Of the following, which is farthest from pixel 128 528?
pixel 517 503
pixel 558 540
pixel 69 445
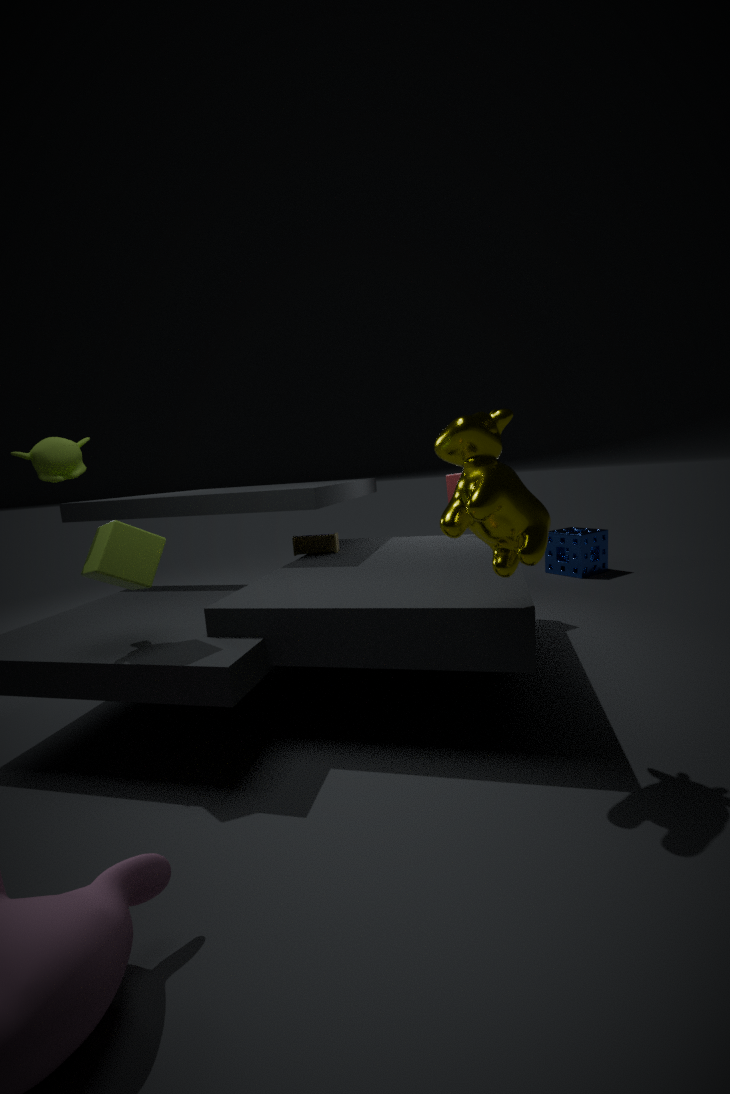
pixel 558 540
